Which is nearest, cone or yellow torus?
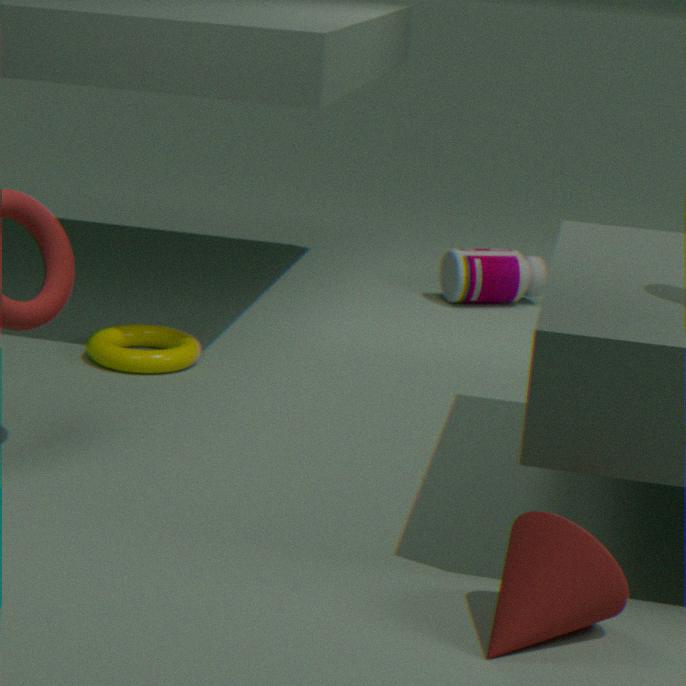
cone
